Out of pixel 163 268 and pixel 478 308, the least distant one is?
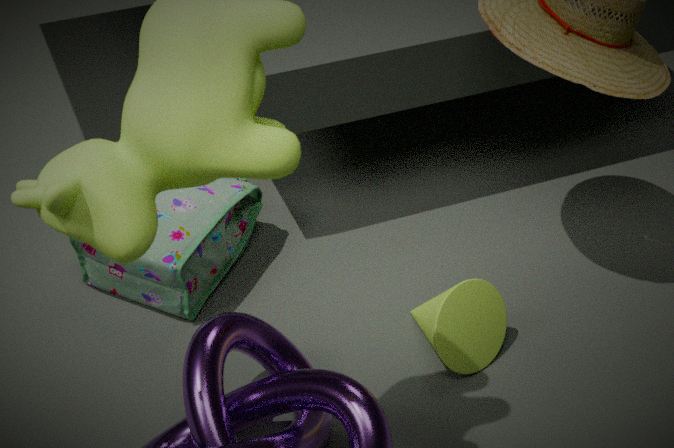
pixel 478 308
